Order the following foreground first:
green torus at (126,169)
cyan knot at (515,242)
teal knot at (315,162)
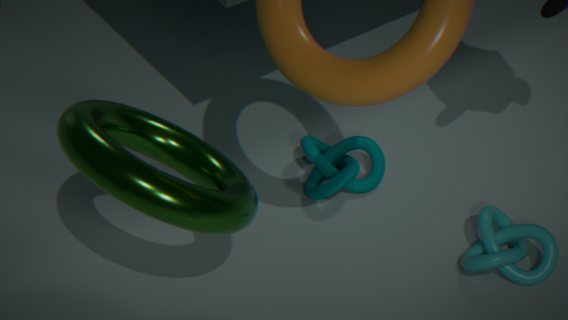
1. green torus at (126,169)
2. cyan knot at (515,242)
3. teal knot at (315,162)
